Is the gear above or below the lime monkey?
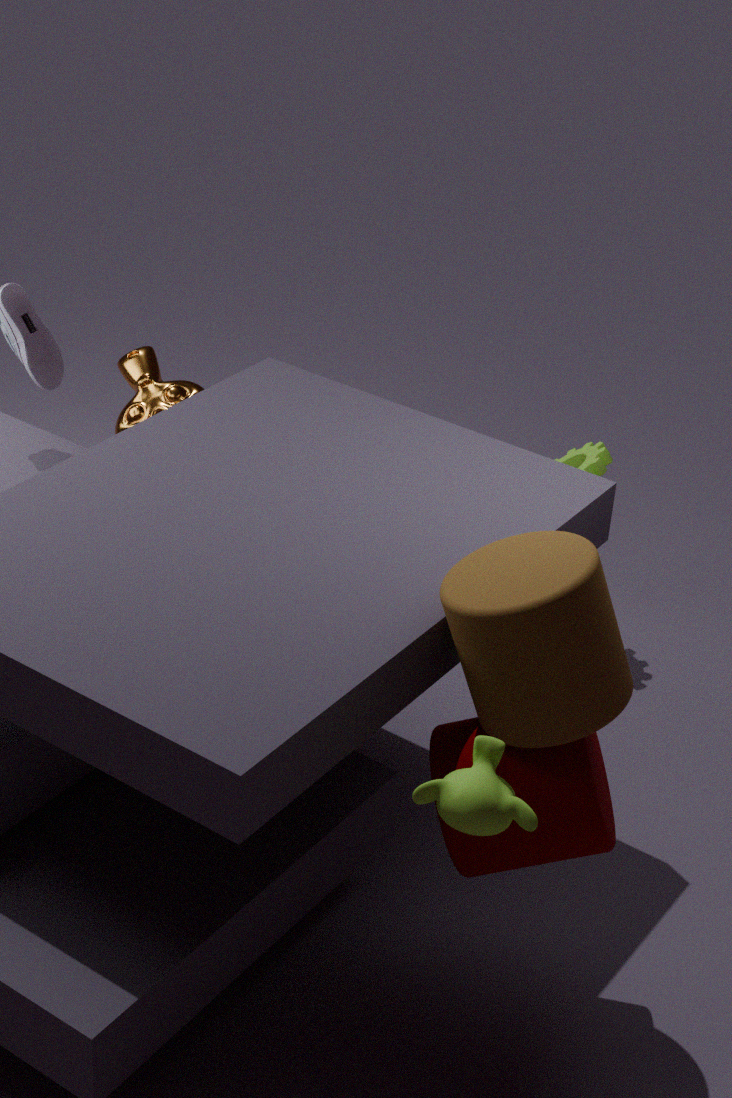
below
